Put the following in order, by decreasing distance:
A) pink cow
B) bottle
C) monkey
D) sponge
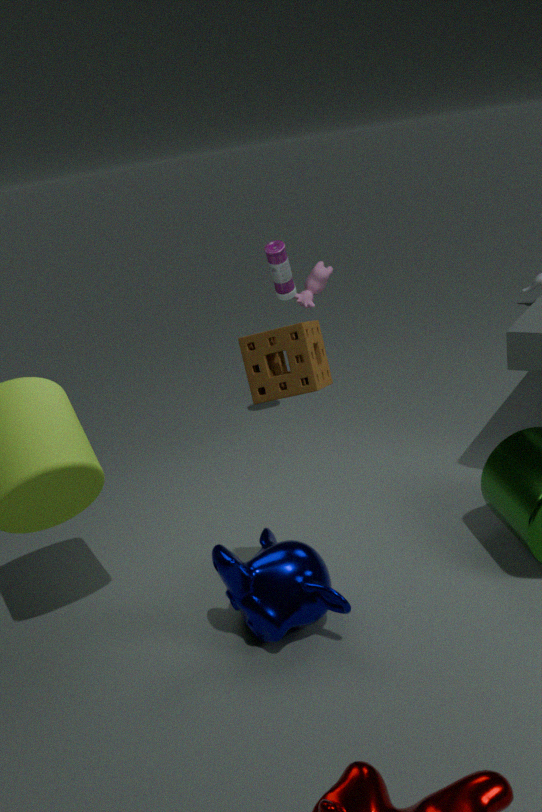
pink cow
bottle
monkey
sponge
